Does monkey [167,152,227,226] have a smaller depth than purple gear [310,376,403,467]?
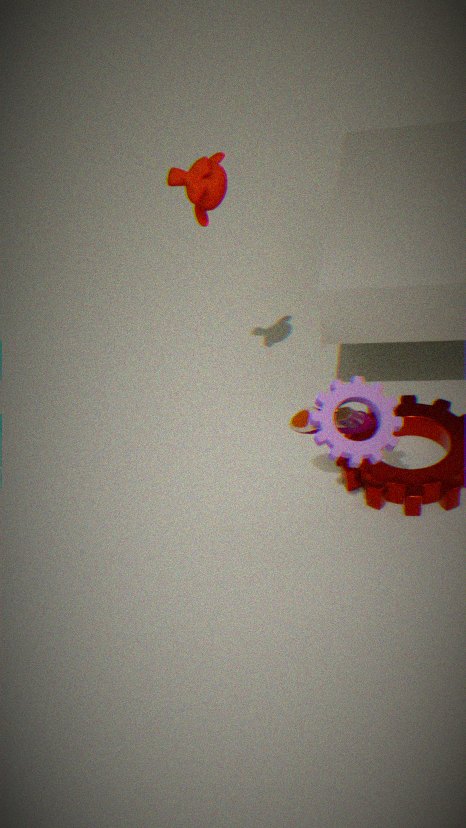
No
